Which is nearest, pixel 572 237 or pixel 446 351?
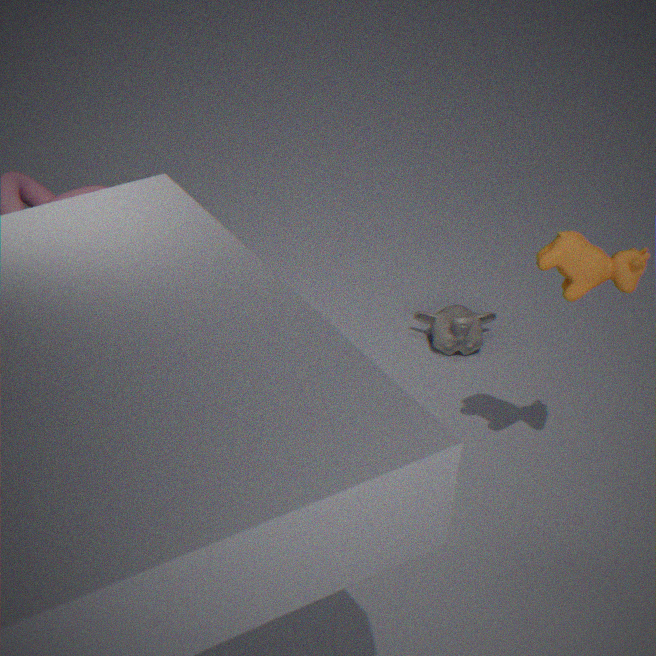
pixel 572 237
